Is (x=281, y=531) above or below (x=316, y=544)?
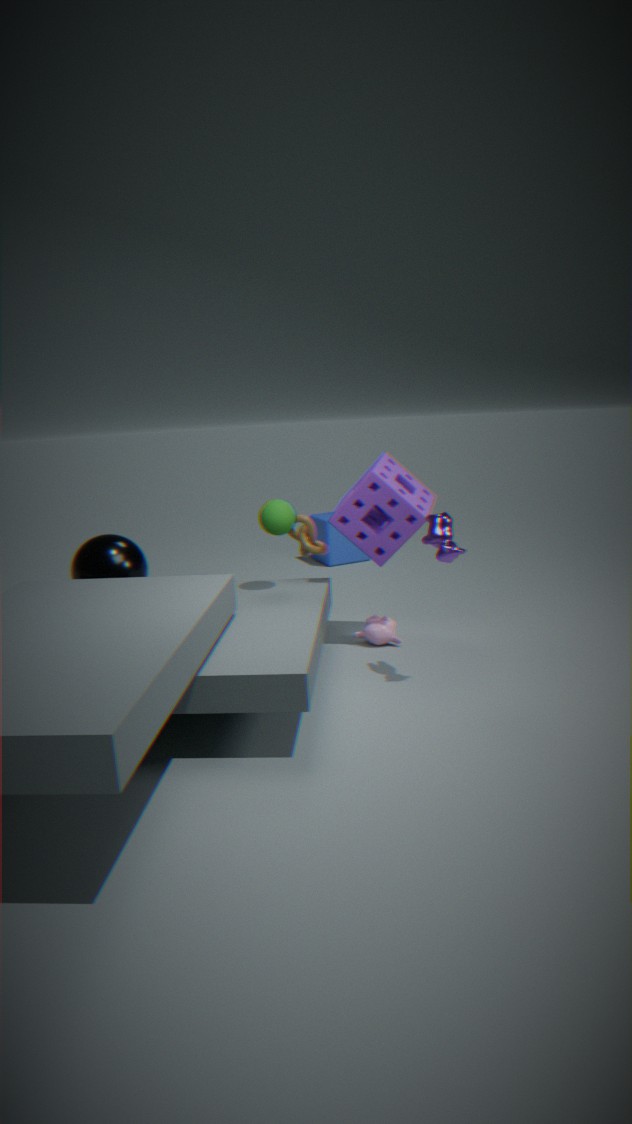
above
